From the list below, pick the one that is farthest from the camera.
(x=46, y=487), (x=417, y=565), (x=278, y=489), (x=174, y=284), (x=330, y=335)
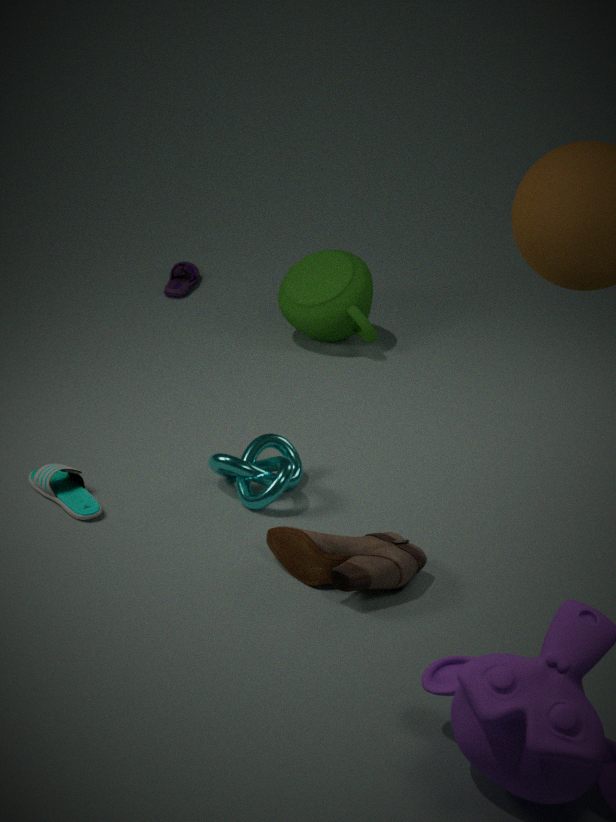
(x=174, y=284)
